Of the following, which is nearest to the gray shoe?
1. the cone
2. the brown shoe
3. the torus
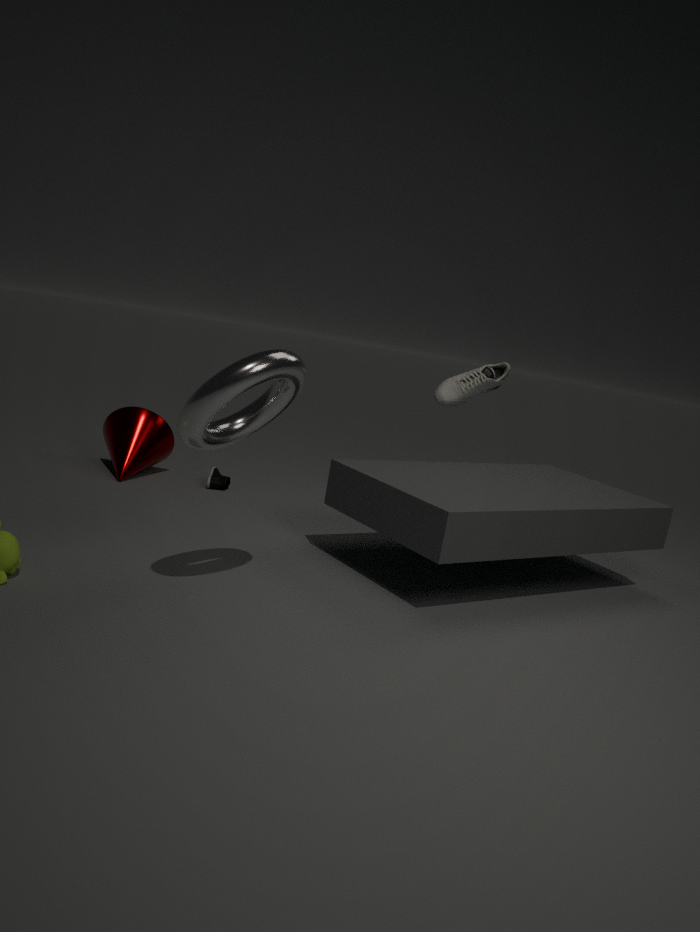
the brown shoe
